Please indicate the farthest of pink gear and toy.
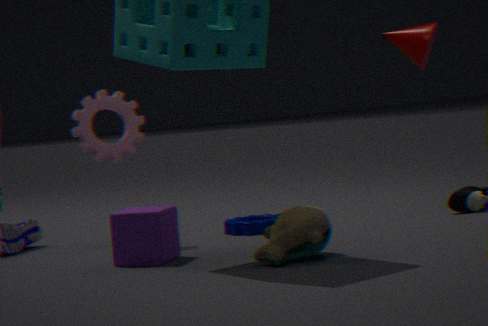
pink gear
